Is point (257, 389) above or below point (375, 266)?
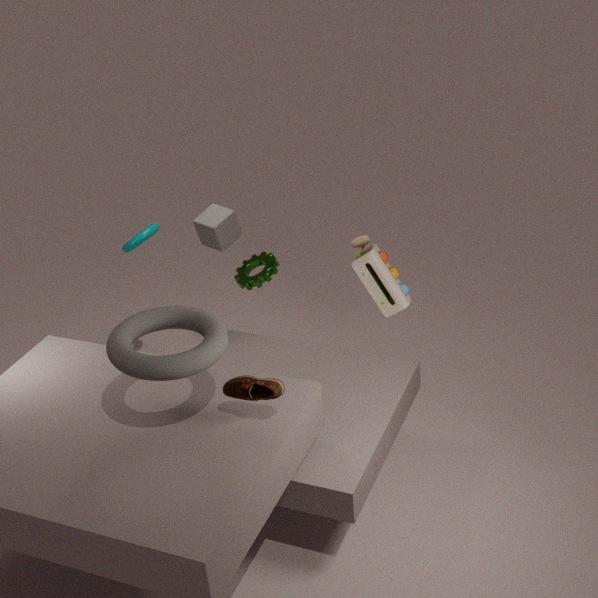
above
